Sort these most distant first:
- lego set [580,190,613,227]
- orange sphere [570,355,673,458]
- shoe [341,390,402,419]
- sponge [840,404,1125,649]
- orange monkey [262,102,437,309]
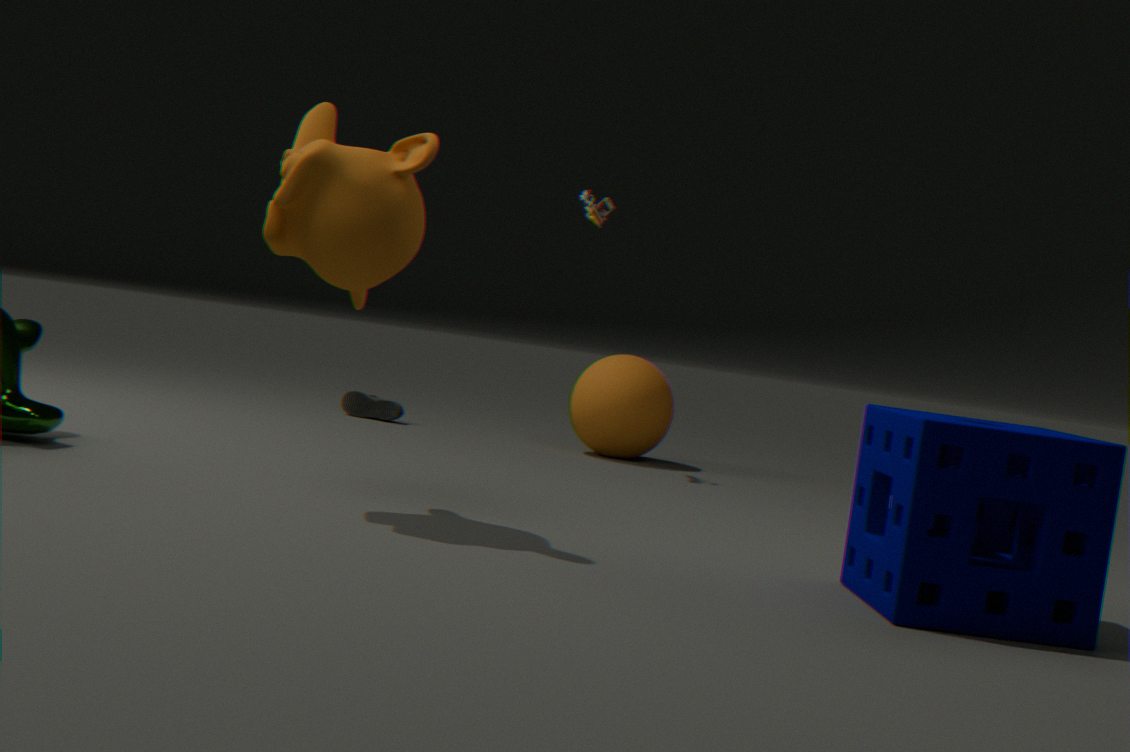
shoe [341,390,402,419] → orange sphere [570,355,673,458] → lego set [580,190,613,227] → orange monkey [262,102,437,309] → sponge [840,404,1125,649]
